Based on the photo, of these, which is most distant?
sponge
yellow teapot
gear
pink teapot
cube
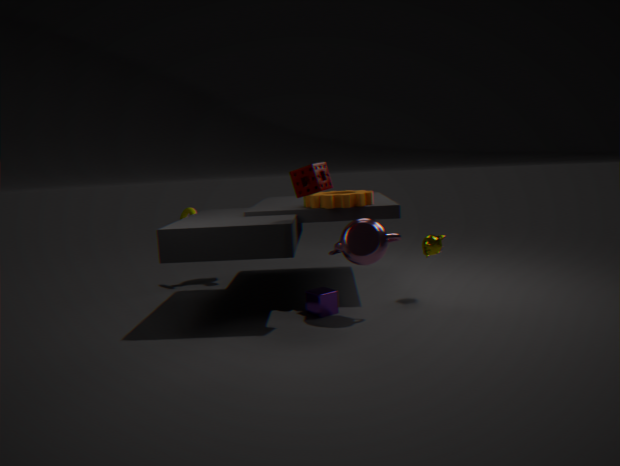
yellow teapot
